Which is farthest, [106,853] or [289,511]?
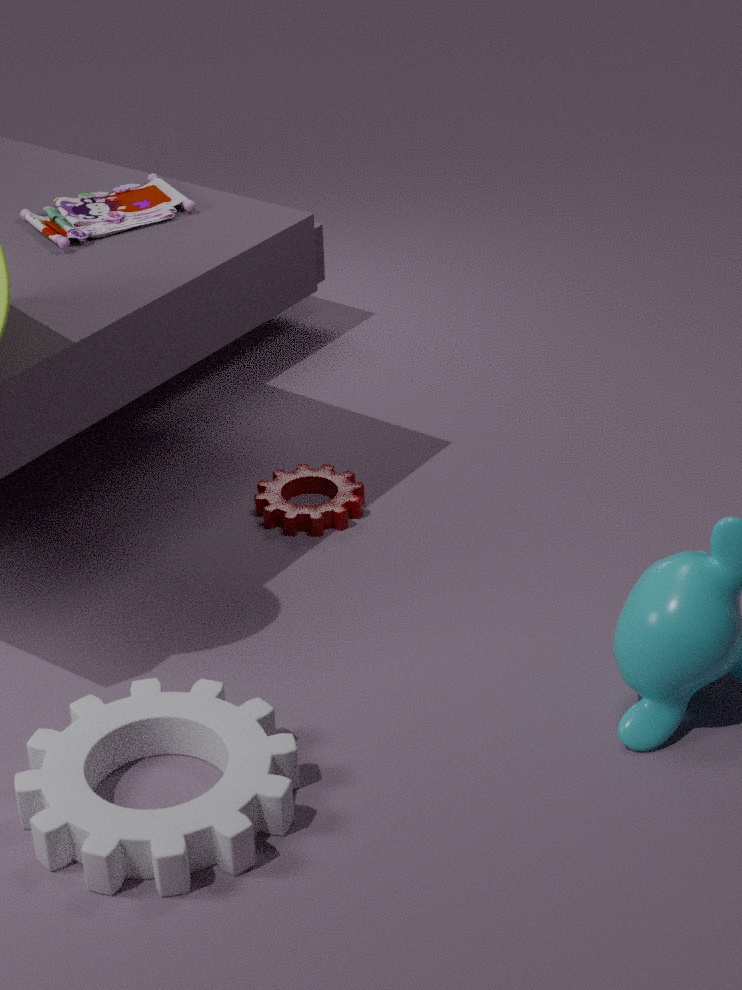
[289,511]
